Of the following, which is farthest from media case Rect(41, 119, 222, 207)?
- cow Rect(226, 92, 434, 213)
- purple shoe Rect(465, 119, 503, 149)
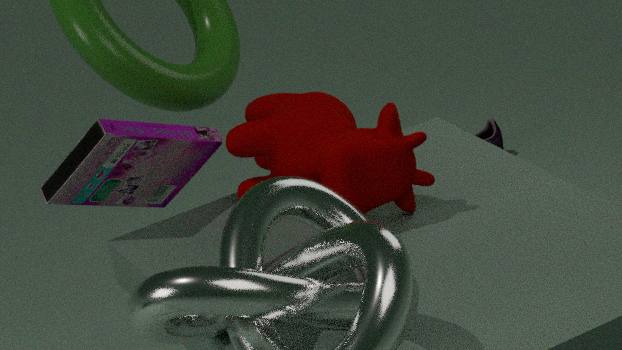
purple shoe Rect(465, 119, 503, 149)
